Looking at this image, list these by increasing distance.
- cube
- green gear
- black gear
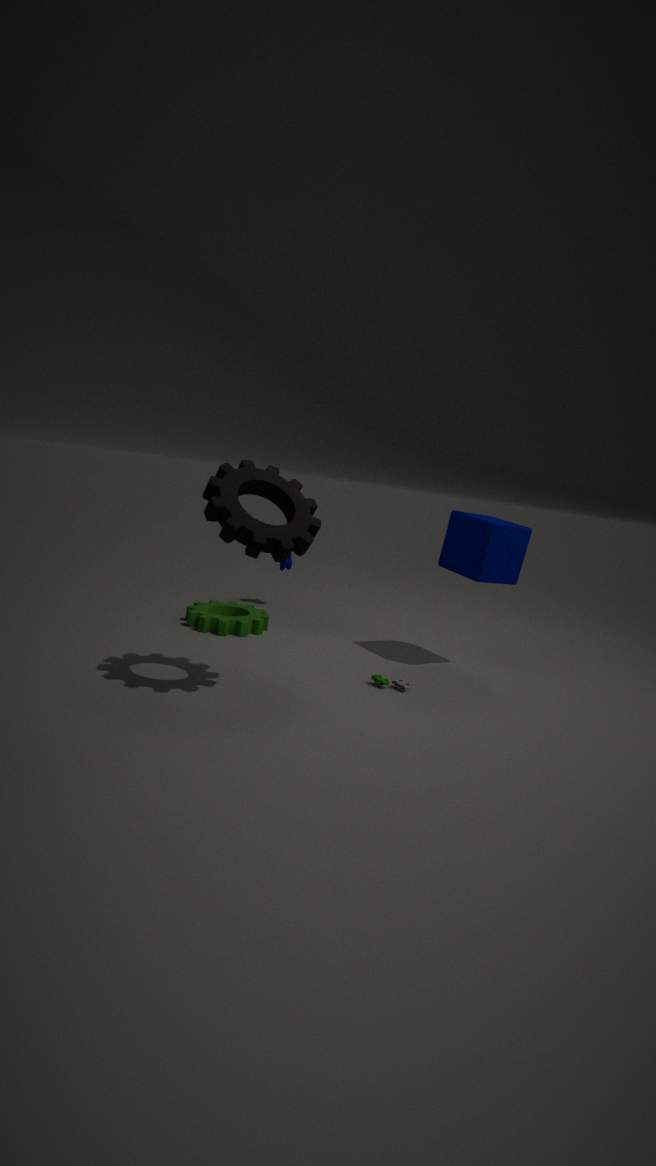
black gear < cube < green gear
